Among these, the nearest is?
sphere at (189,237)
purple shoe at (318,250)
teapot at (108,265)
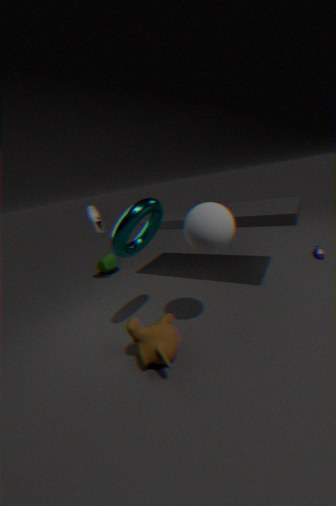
sphere at (189,237)
